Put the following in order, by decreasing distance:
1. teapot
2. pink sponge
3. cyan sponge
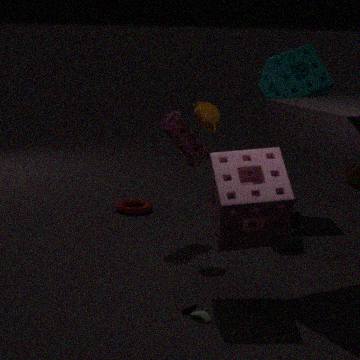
cyan sponge
teapot
pink sponge
